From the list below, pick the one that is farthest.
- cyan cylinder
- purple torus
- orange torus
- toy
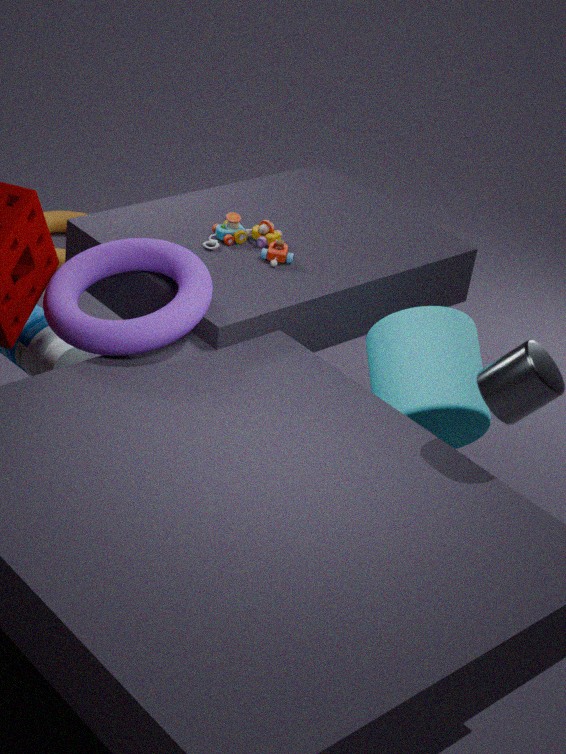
orange torus
